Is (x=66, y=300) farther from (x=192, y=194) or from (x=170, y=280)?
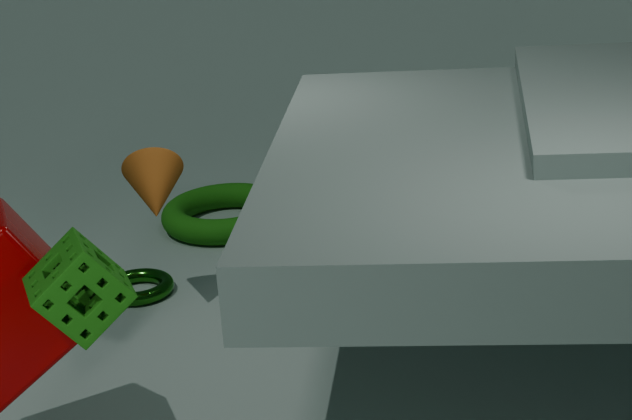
(x=192, y=194)
